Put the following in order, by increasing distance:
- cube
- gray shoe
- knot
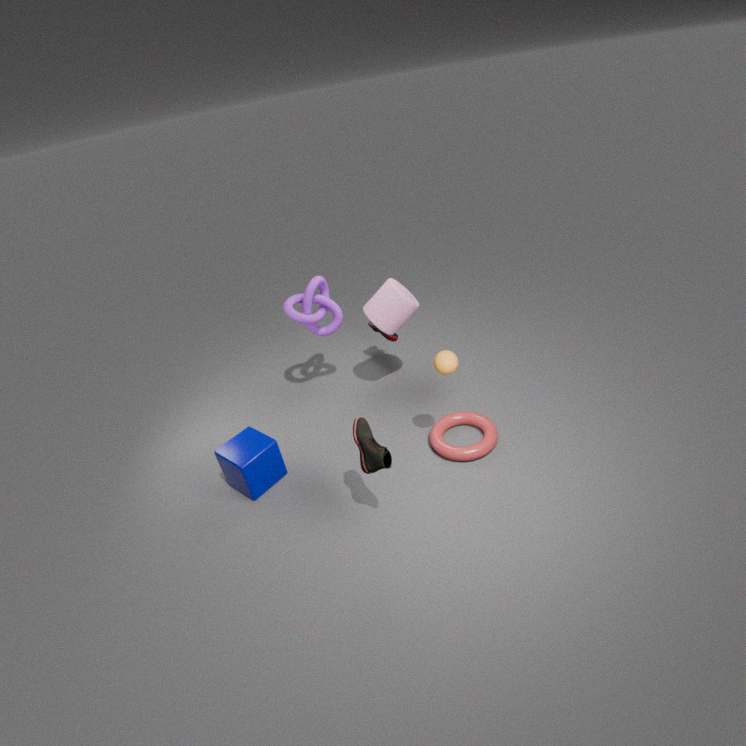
1. gray shoe
2. cube
3. knot
